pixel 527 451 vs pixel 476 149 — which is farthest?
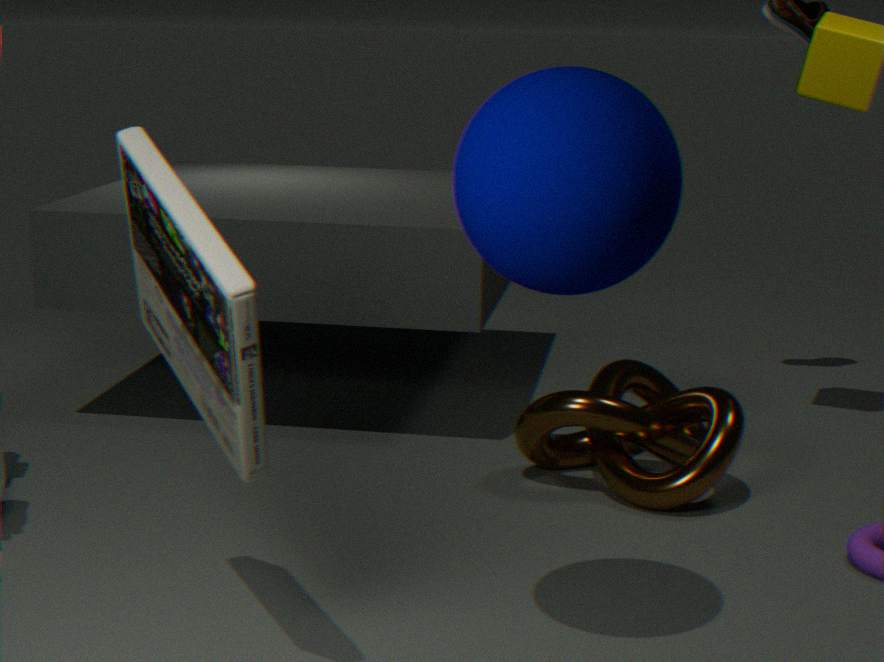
pixel 527 451
